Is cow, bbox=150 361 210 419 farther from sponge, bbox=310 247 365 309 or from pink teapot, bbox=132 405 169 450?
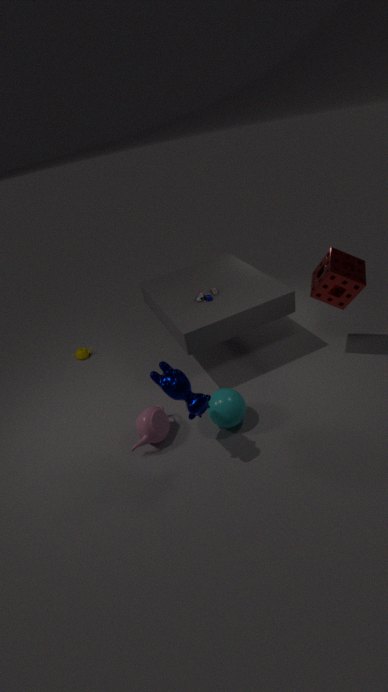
sponge, bbox=310 247 365 309
